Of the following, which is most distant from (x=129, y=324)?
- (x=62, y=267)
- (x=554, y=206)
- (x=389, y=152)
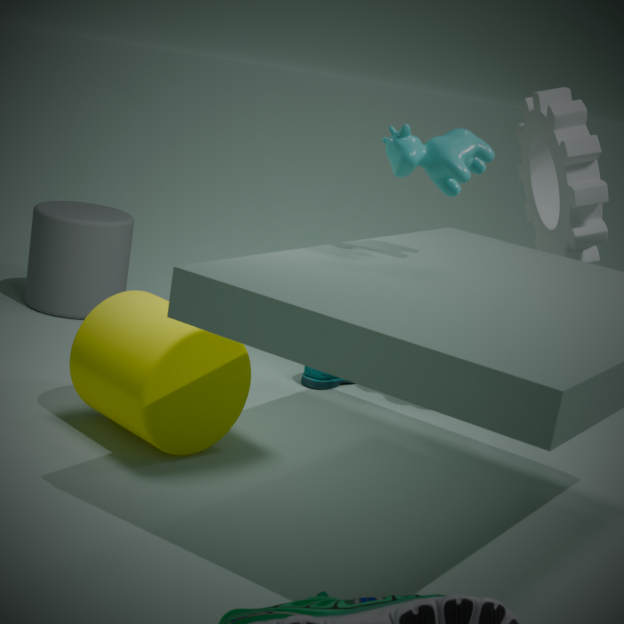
Answer: (x=554, y=206)
